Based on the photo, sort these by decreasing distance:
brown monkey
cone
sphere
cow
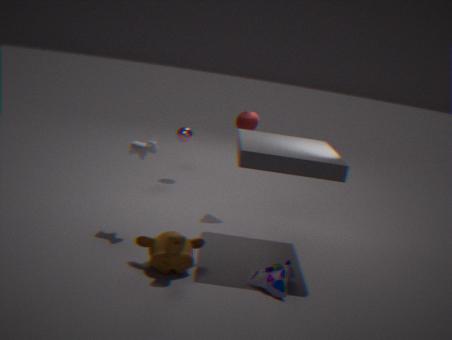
sphere, cone, cow, brown monkey
